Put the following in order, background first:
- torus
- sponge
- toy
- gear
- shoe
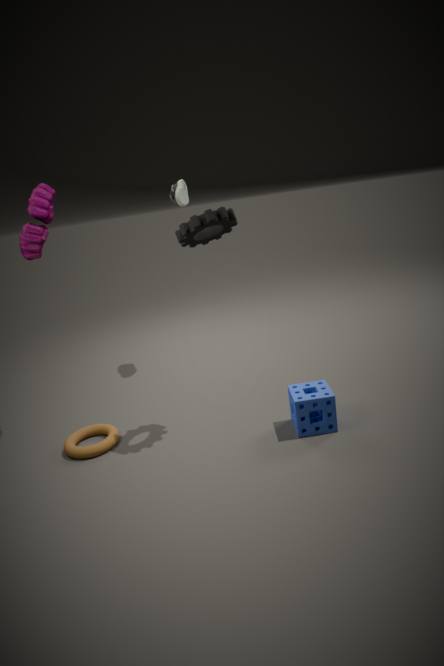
shoe → toy → torus → sponge → gear
